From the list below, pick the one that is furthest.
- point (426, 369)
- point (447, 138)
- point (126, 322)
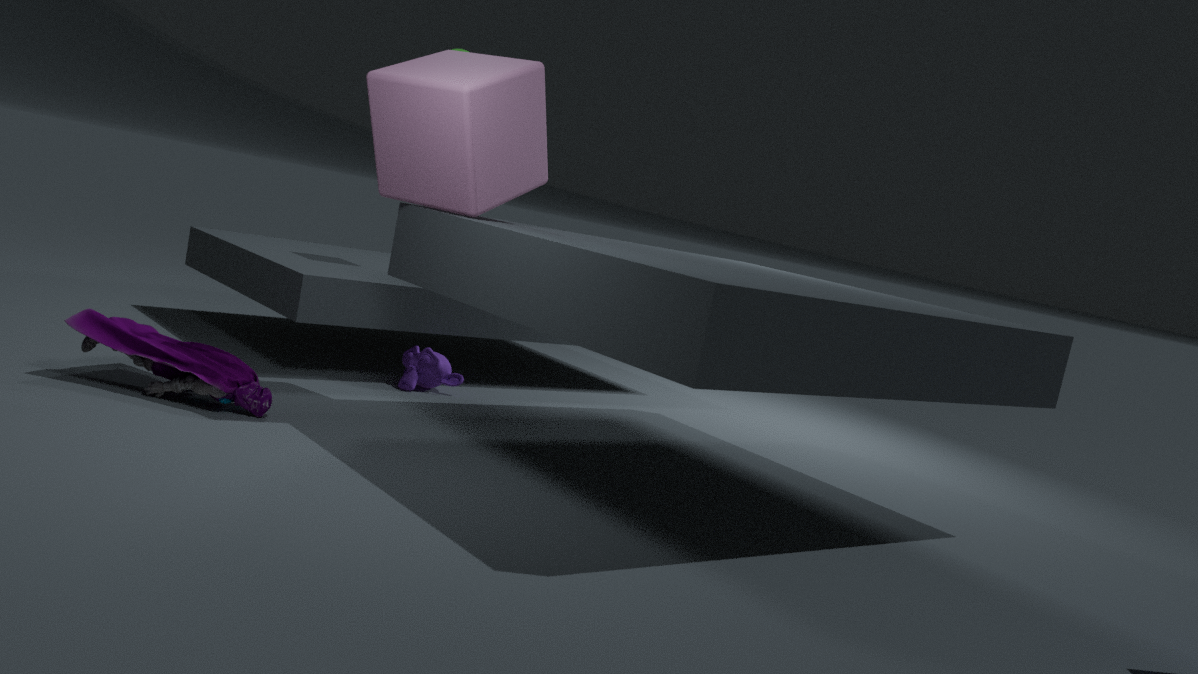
point (426, 369)
